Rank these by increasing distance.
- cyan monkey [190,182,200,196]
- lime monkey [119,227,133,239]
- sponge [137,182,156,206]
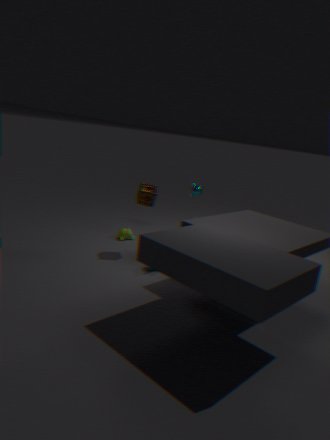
sponge [137,182,156,206], lime monkey [119,227,133,239], cyan monkey [190,182,200,196]
